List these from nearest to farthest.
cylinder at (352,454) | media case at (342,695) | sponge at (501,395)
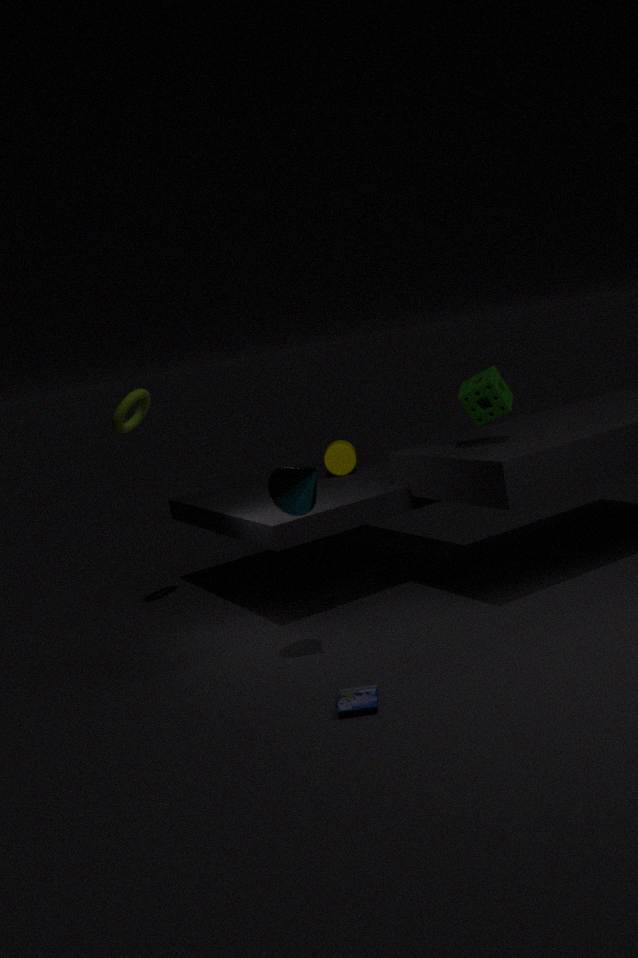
media case at (342,695) → sponge at (501,395) → cylinder at (352,454)
